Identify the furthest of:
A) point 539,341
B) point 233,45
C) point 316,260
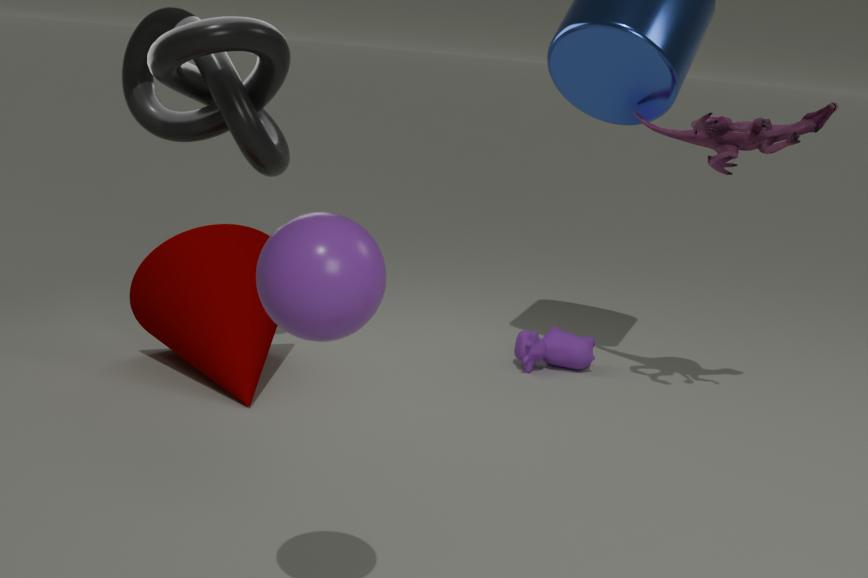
point 539,341
